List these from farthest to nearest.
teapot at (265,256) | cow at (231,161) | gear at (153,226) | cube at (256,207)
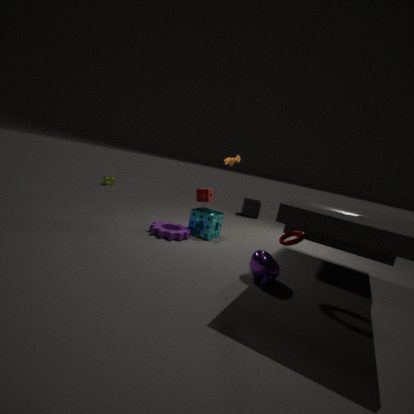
1. cube at (256,207)
2. cow at (231,161)
3. gear at (153,226)
4. teapot at (265,256)
